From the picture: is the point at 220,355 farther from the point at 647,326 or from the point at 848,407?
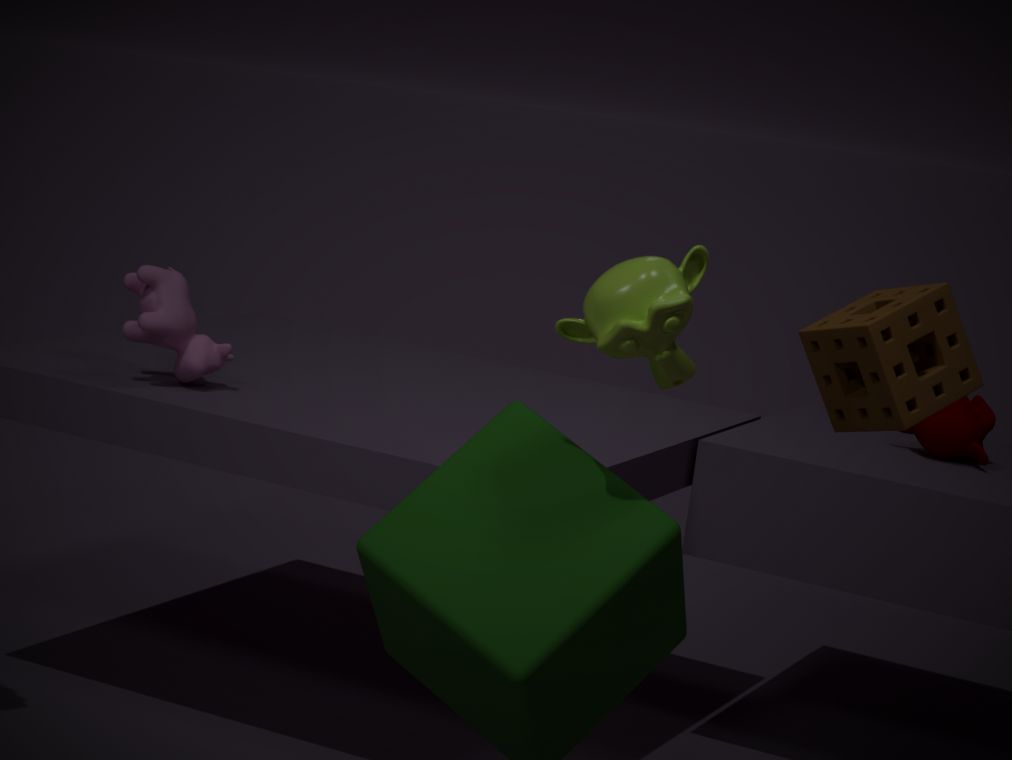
the point at 848,407
